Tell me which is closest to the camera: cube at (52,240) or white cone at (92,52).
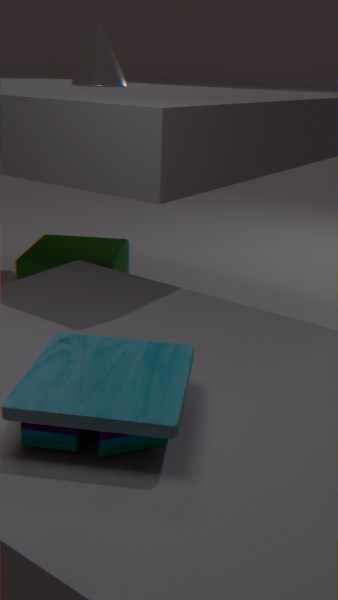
cube at (52,240)
